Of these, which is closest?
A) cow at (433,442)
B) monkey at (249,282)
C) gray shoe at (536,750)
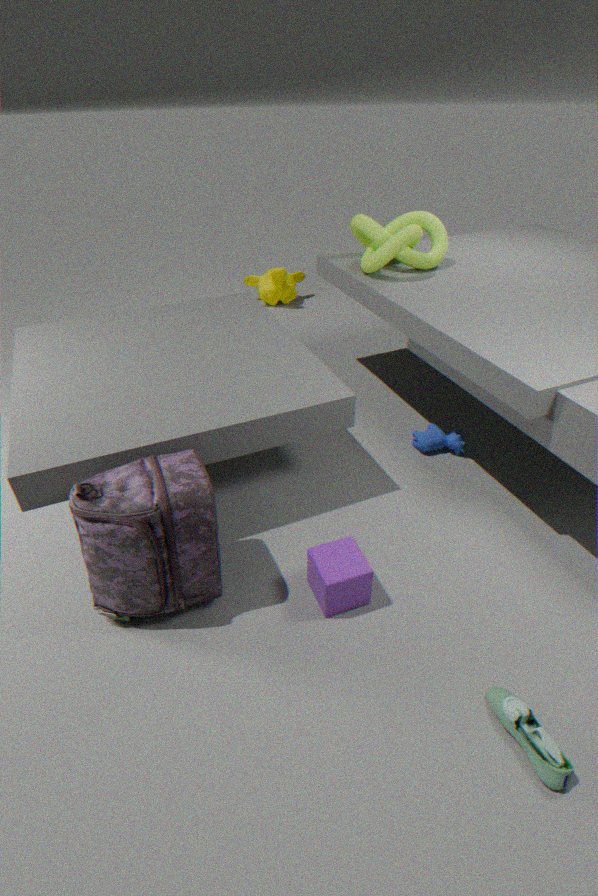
gray shoe at (536,750)
